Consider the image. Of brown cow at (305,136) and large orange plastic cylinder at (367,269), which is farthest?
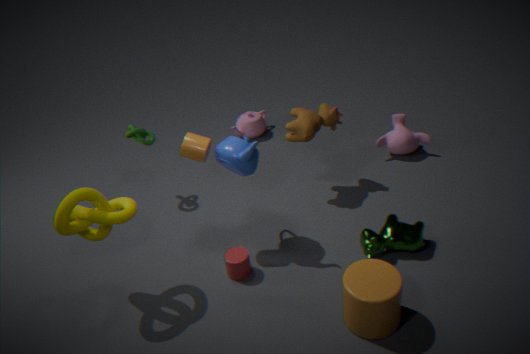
brown cow at (305,136)
